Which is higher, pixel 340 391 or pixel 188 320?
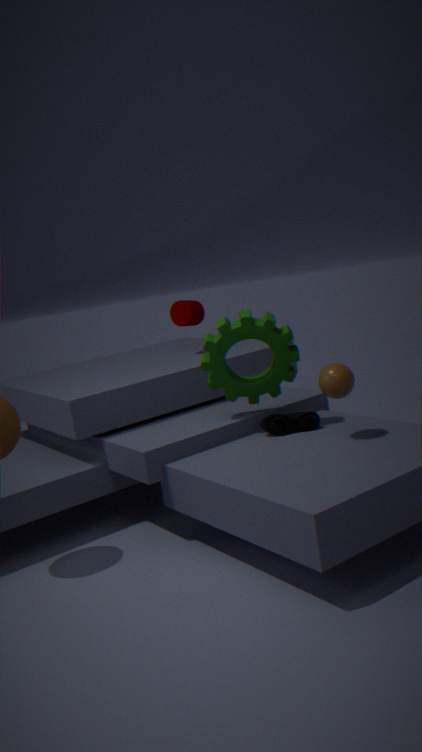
pixel 188 320
